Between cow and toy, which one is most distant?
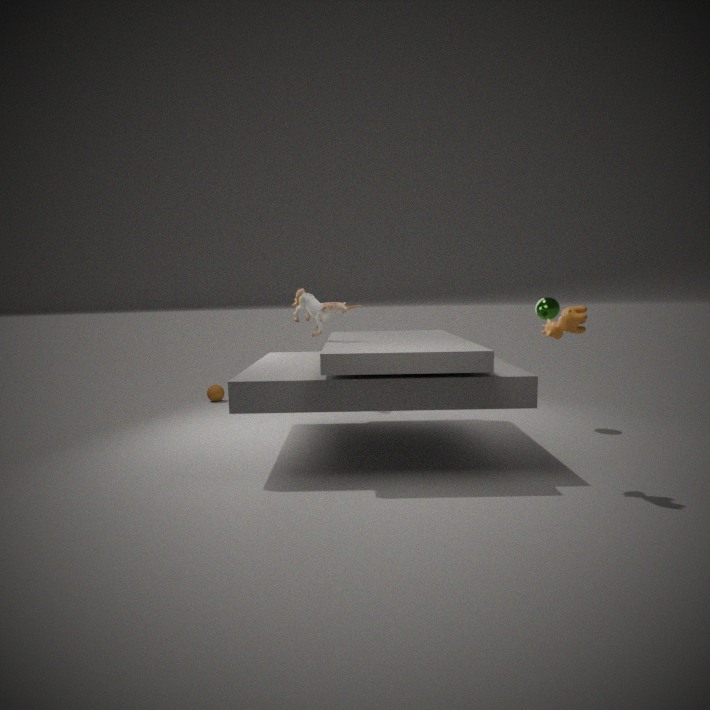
toy
